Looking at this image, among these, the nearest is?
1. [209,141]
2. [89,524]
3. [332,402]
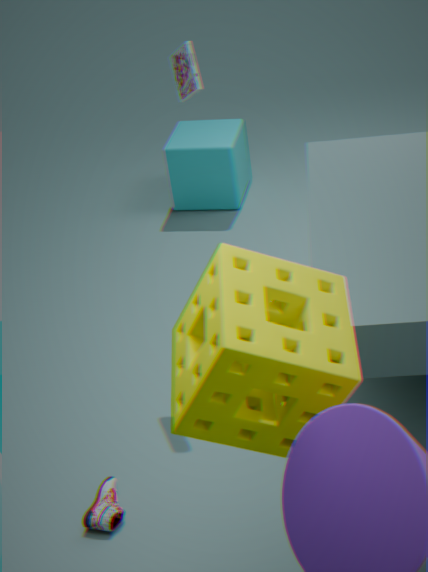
[332,402]
